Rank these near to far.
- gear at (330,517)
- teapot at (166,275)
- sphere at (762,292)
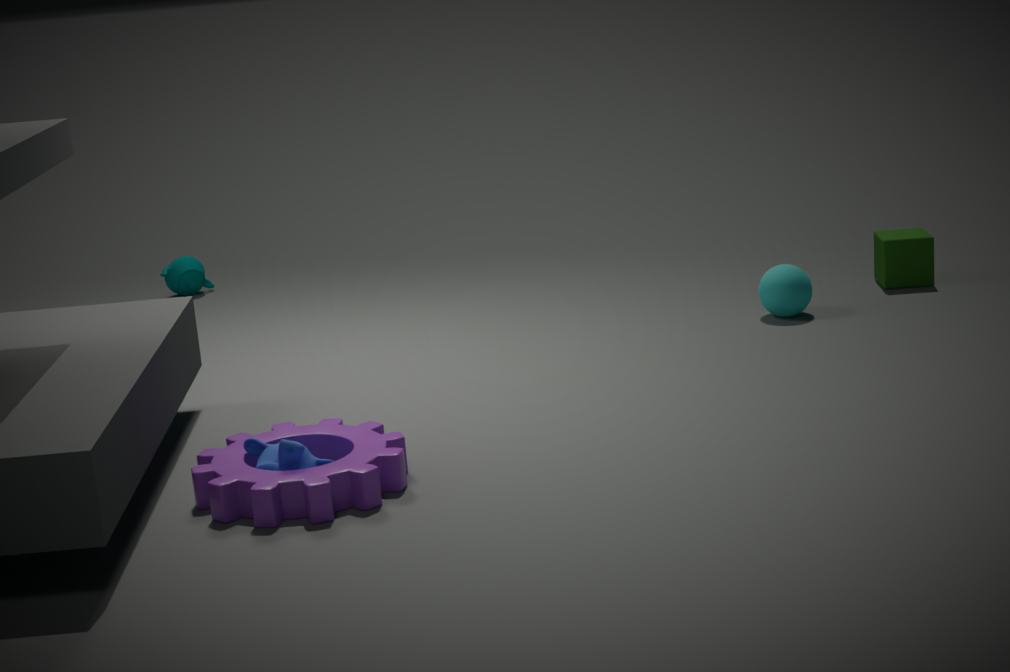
gear at (330,517) → sphere at (762,292) → teapot at (166,275)
